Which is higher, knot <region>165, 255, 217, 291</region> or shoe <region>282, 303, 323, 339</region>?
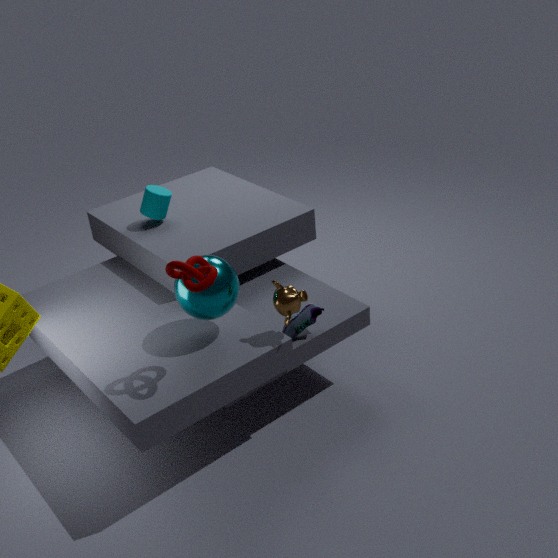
knot <region>165, 255, 217, 291</region>
